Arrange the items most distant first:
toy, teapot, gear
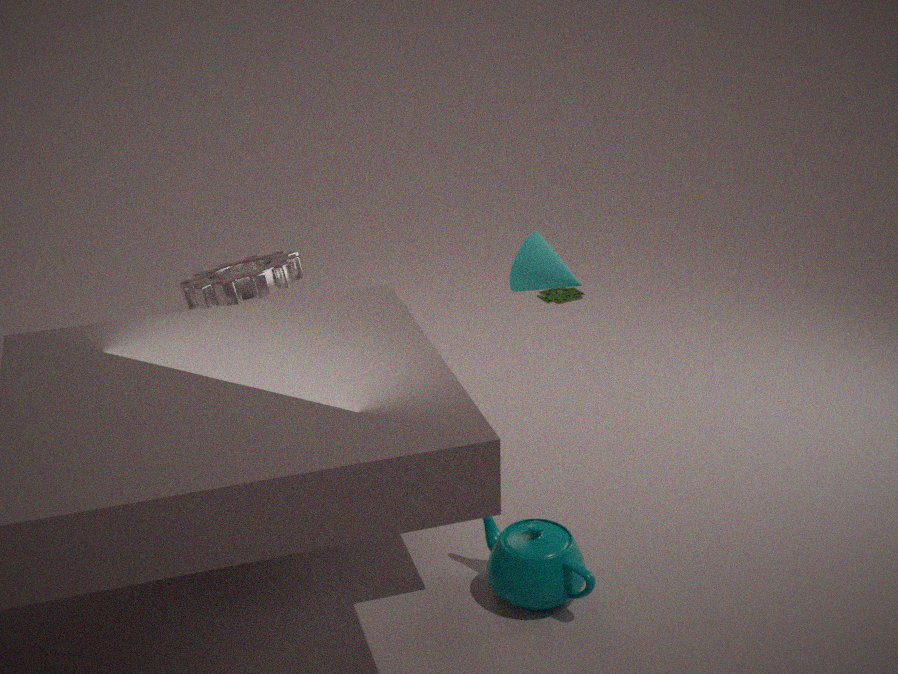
1. toy
2. gear
3. teapot
